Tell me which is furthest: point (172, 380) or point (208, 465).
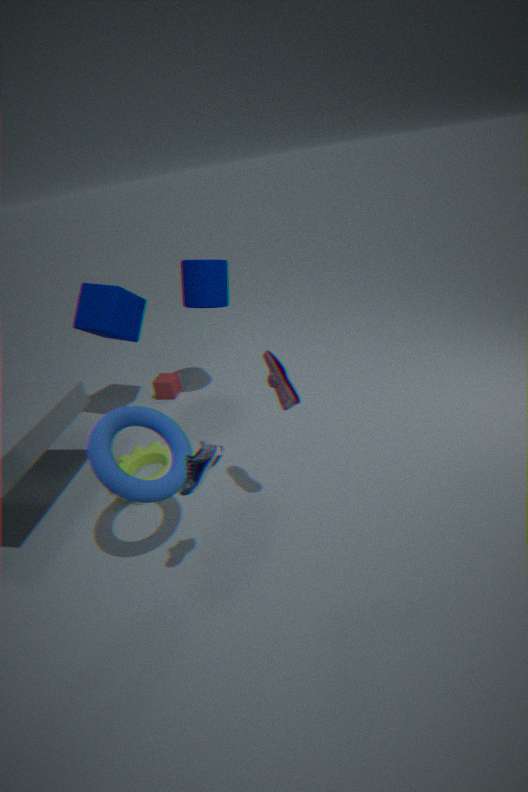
point (172, 380)
